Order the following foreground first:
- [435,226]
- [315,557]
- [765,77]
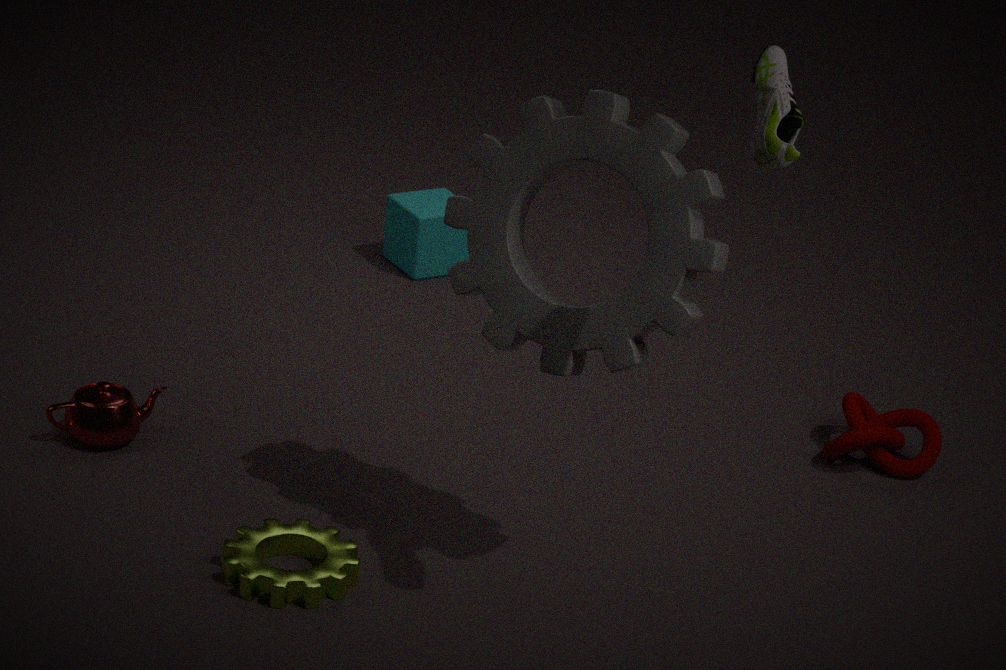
[765,77], [315,557], [435,226]
